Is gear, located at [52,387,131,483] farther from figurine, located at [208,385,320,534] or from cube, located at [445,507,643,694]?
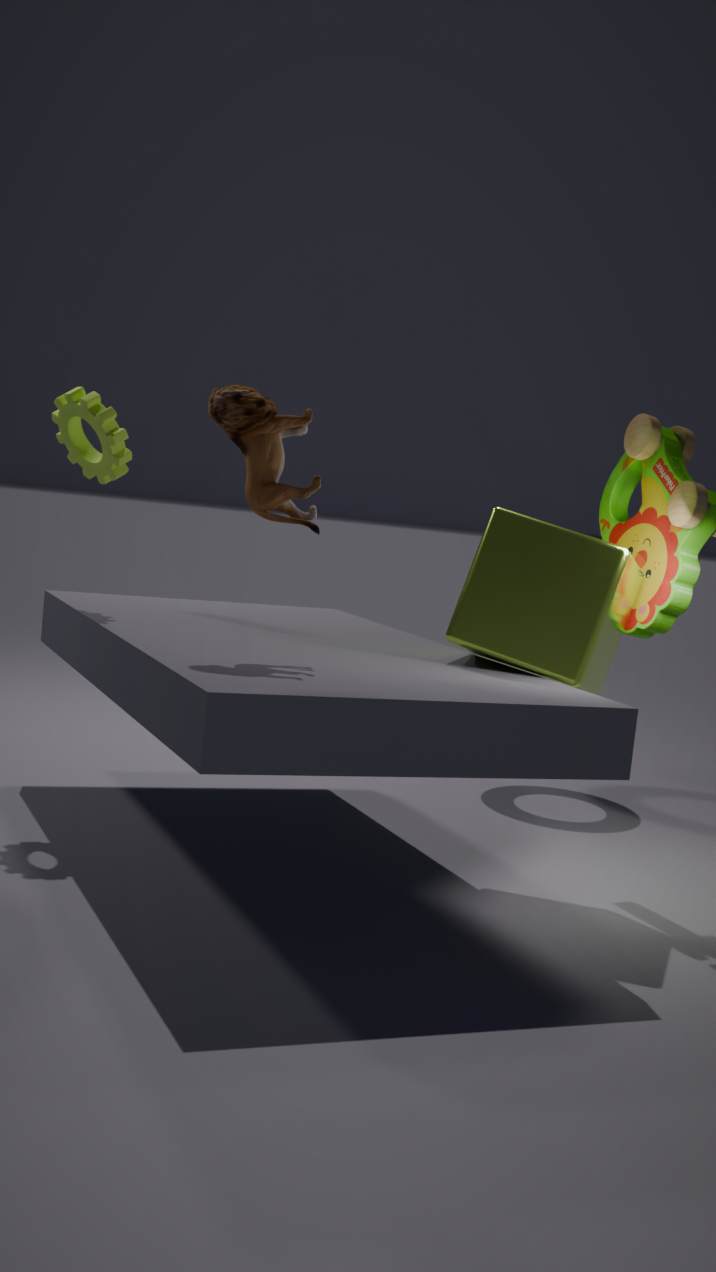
cube, located at [445,507,643,694]
